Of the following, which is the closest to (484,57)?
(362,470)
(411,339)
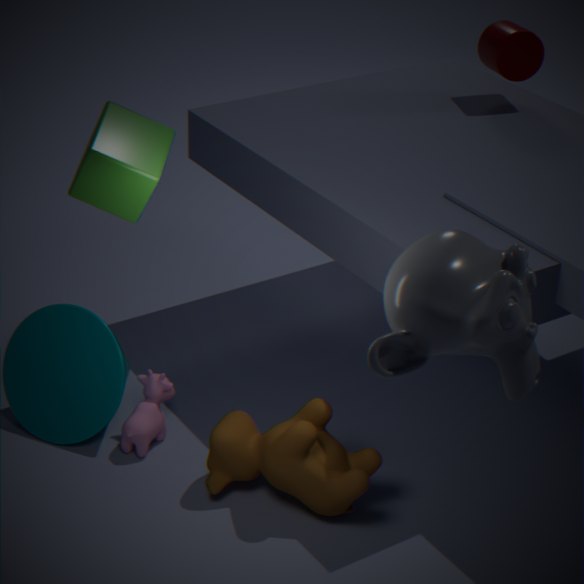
(362,470)
